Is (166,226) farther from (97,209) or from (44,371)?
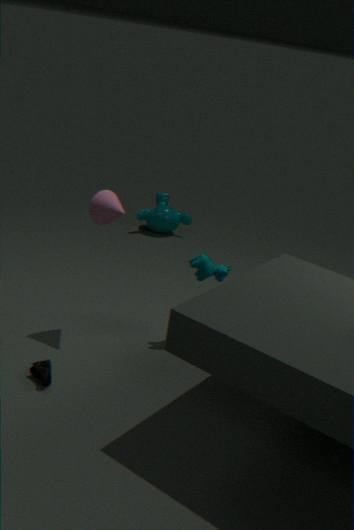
(44,371)
